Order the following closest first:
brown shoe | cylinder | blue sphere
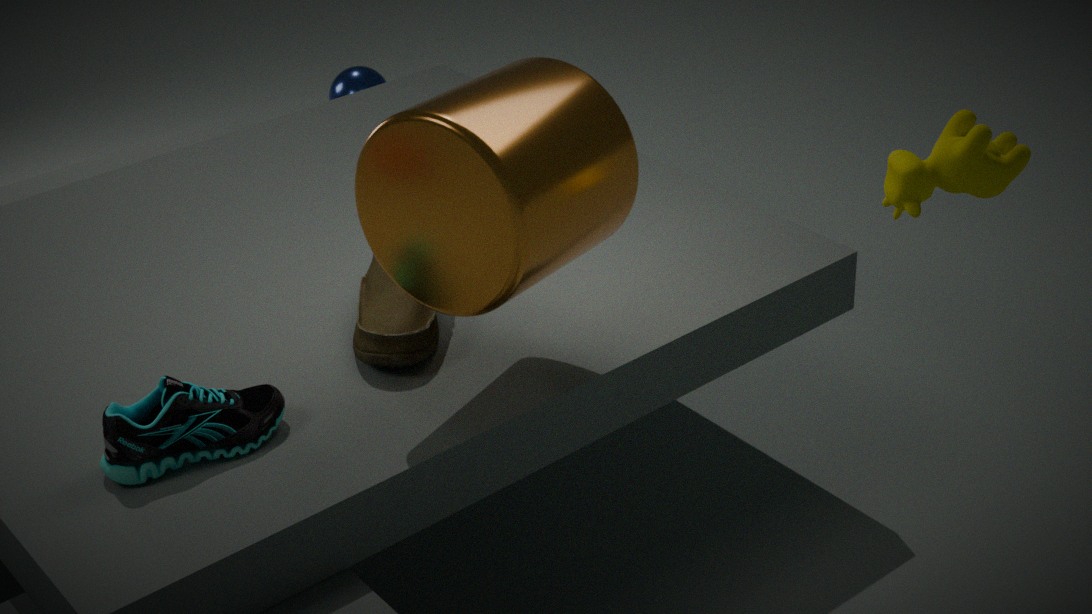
cylinder → brown shoe → blue sphere
